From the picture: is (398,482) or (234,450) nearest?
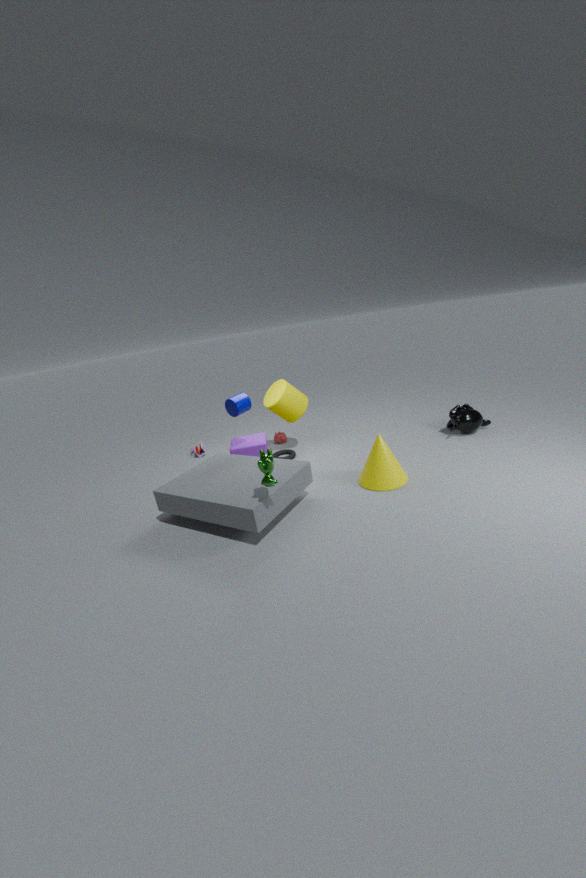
(398,482)
